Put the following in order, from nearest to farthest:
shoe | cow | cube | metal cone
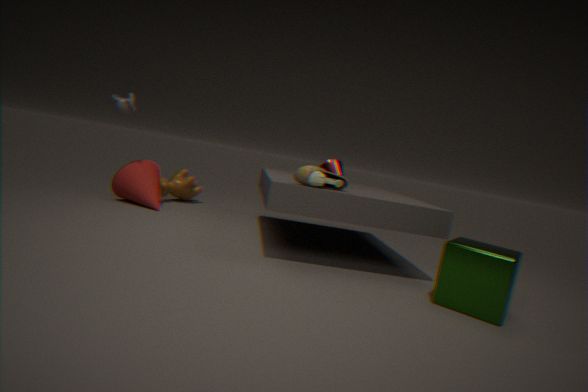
1. cube
2. shoe
3. metal cone
4. cow
